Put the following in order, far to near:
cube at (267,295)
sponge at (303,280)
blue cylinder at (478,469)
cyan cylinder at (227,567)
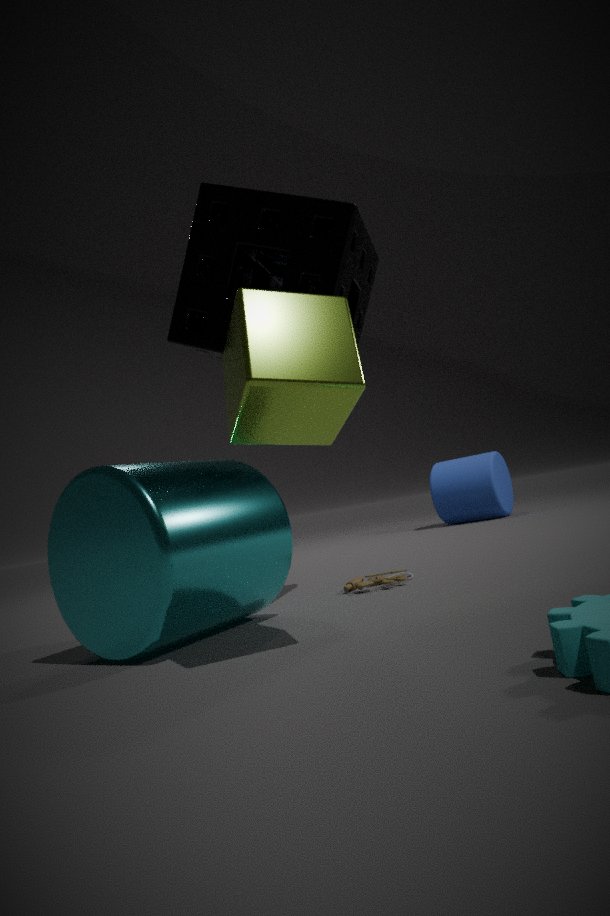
blue cylinder at (478,469)
sponge at (303,280)
cyan cylinder at (227,567)
cube at (267,295)
